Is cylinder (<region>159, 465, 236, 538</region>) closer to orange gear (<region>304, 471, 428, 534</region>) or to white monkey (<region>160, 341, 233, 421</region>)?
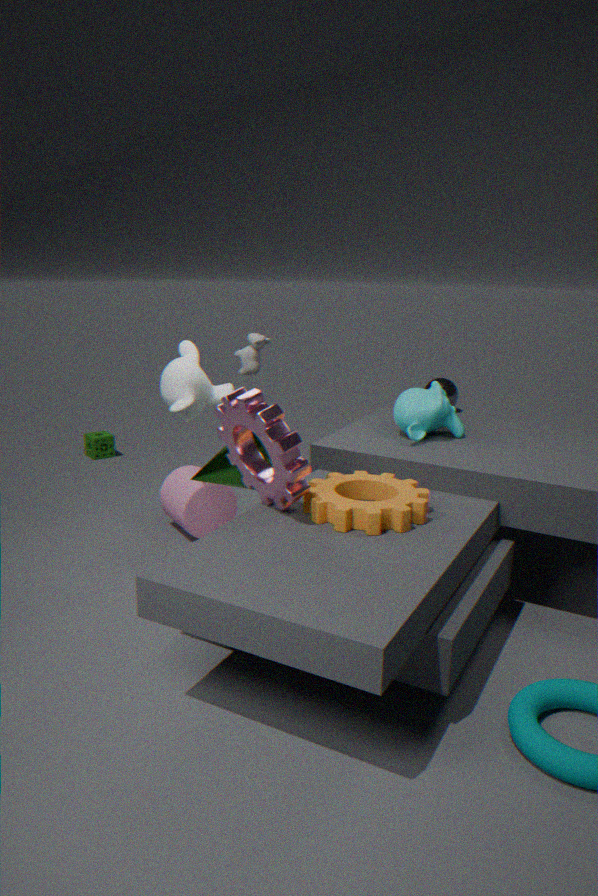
white monkey (<region>160, 341, 233, 421</region>)
